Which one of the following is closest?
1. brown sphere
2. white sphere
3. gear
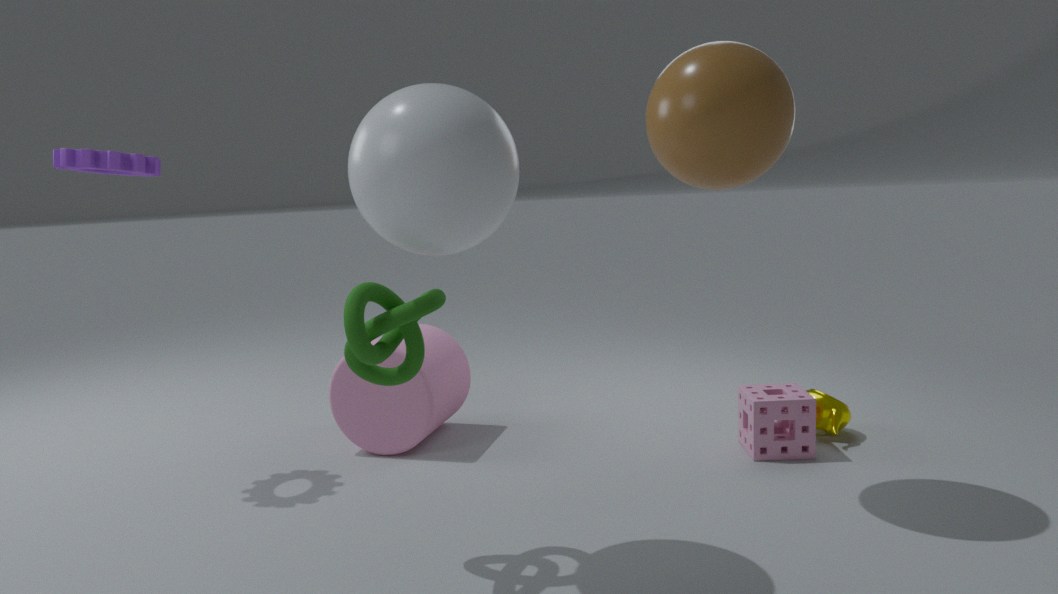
white sphere
